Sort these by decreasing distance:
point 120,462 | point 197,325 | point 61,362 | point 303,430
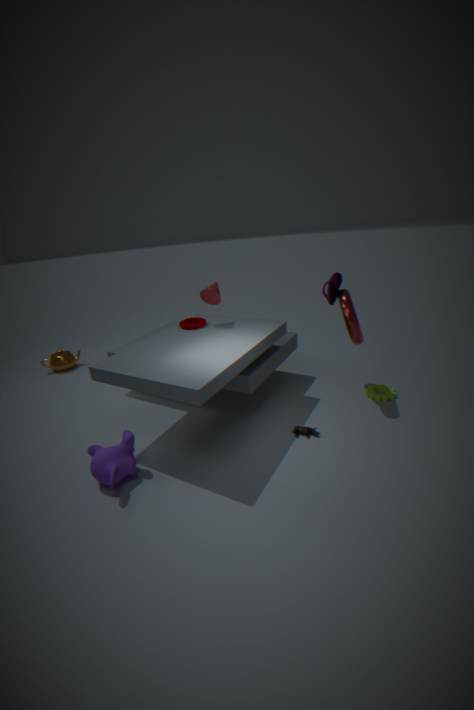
point 61,362 → point 197,325 → point 303,430 → point 120,462
